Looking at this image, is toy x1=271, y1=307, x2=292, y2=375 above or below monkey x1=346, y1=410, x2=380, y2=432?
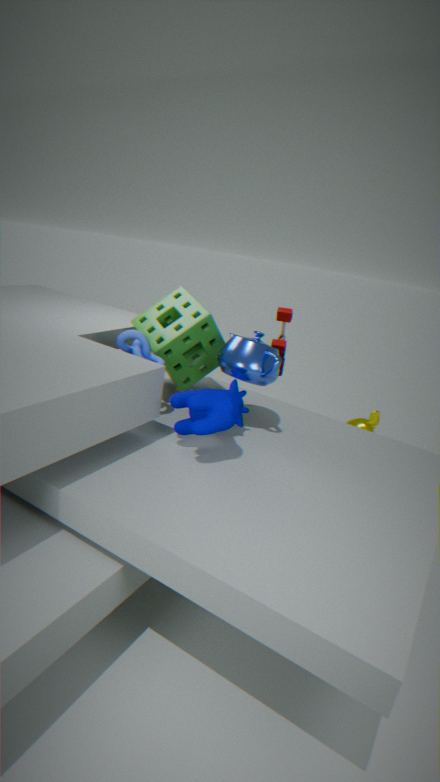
above
